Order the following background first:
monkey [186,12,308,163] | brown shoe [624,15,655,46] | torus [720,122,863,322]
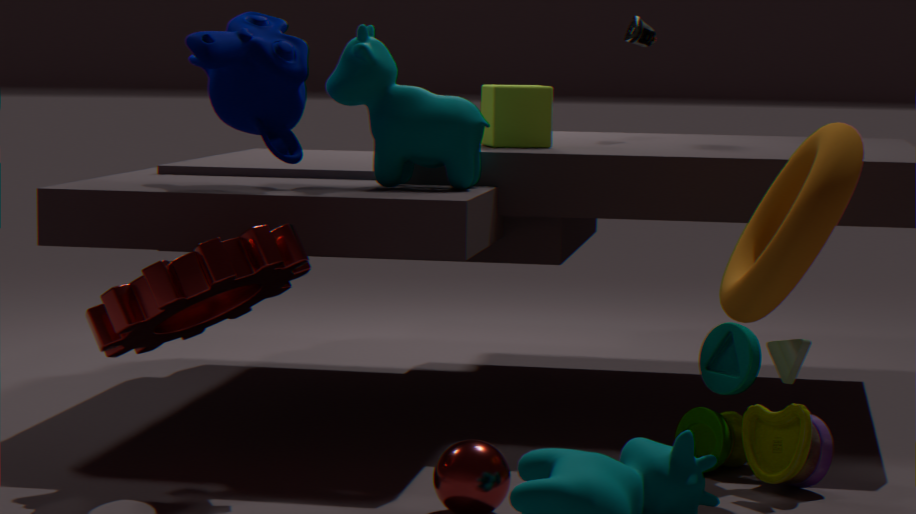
brown shoe [624,15,655,46]
monkey [186,12,308,163]
torus [720,122,863,322]
